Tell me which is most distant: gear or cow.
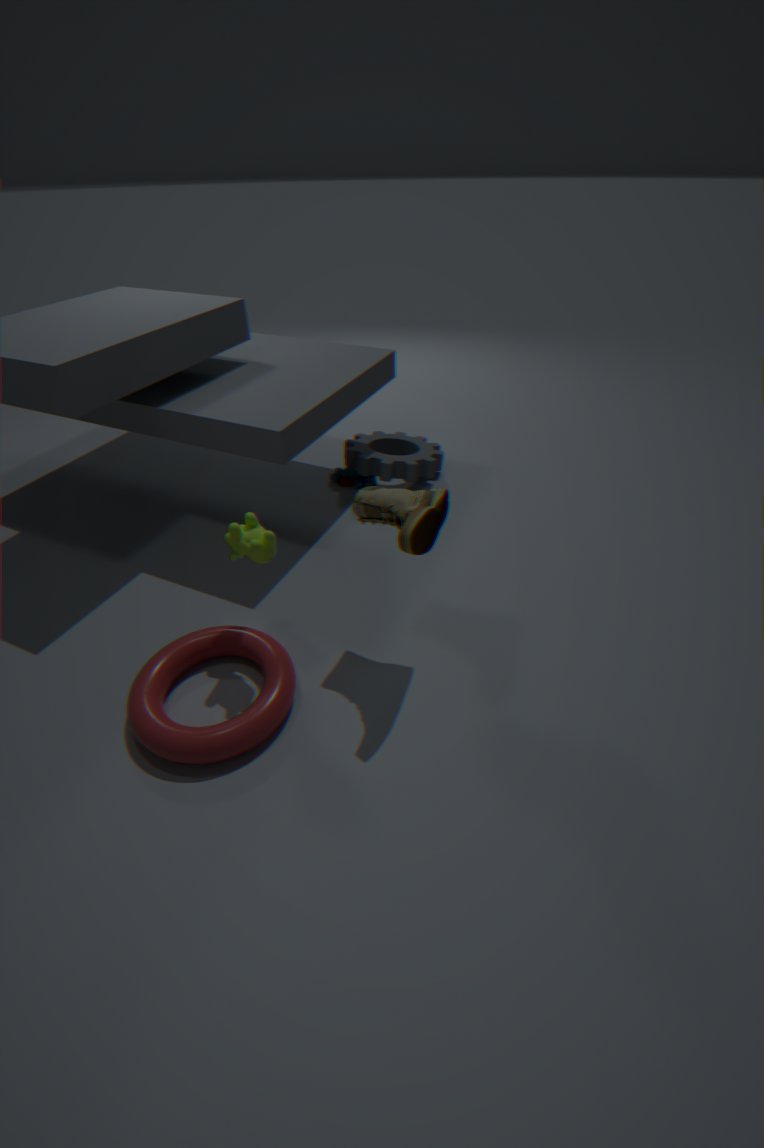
gear
